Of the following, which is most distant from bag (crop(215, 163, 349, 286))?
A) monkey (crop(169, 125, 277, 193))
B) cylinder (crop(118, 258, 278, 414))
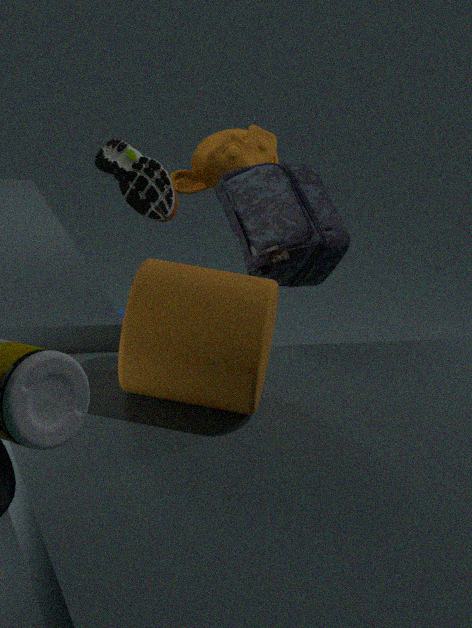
monkey (crop(169, 125, 277, 193))
